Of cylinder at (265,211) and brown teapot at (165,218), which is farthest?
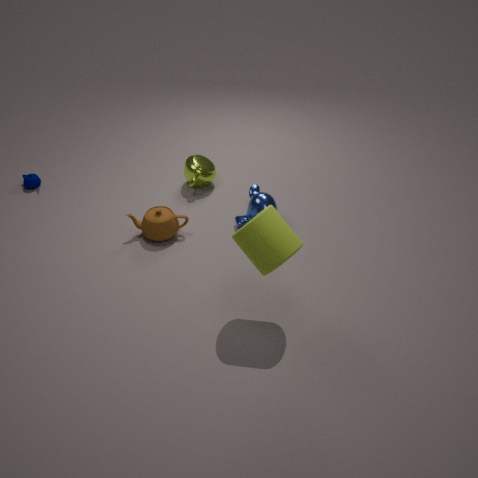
brown teapot at (165,218)
